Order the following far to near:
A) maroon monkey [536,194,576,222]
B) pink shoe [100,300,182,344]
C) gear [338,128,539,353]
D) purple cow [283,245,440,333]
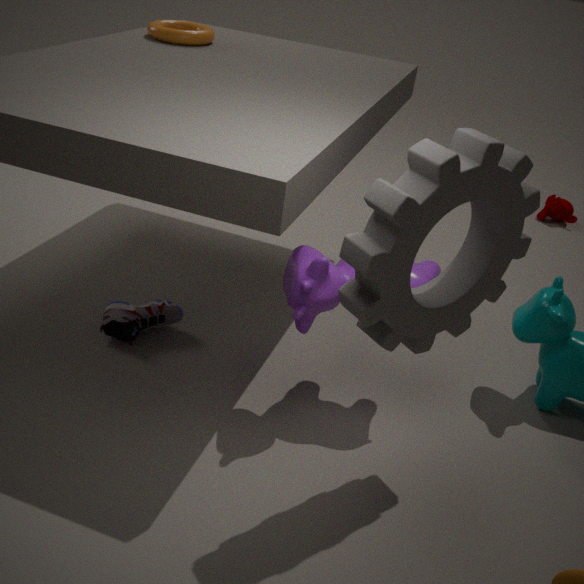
1. maroon monkey [536,194,576,222]
2. pink shoe [100,300,182,344]
3. purple cow [283,245,440,333]
4. gear [338,128,539,353]
